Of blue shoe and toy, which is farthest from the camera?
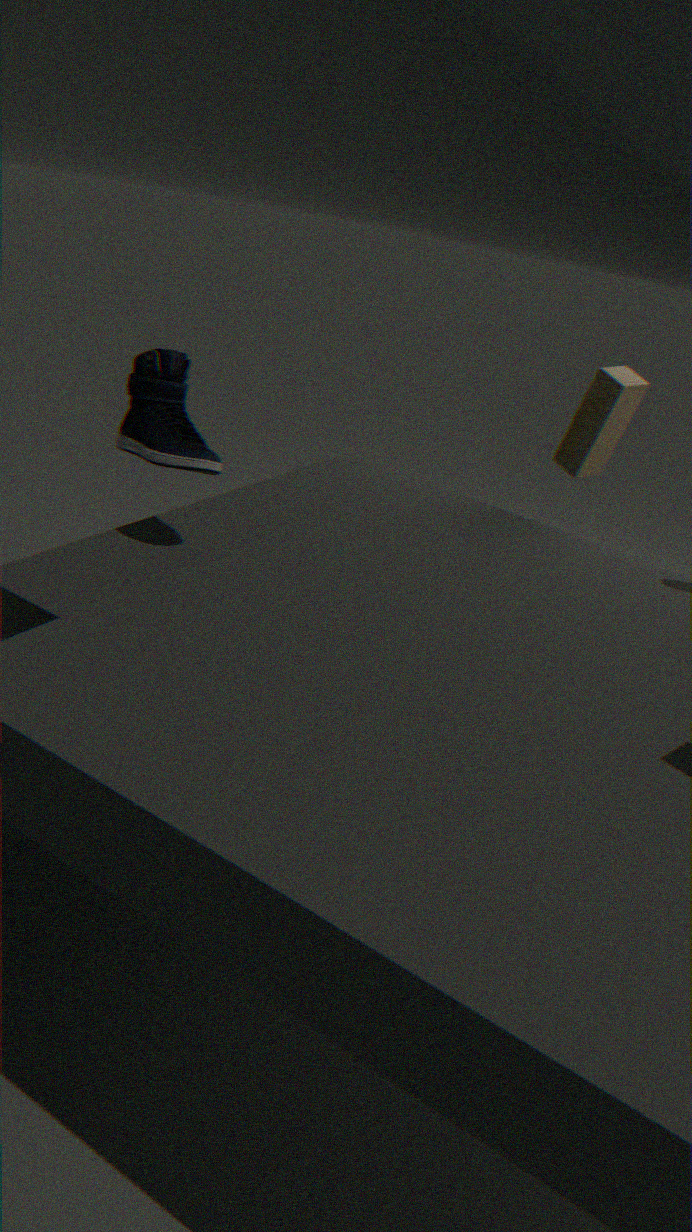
toy
